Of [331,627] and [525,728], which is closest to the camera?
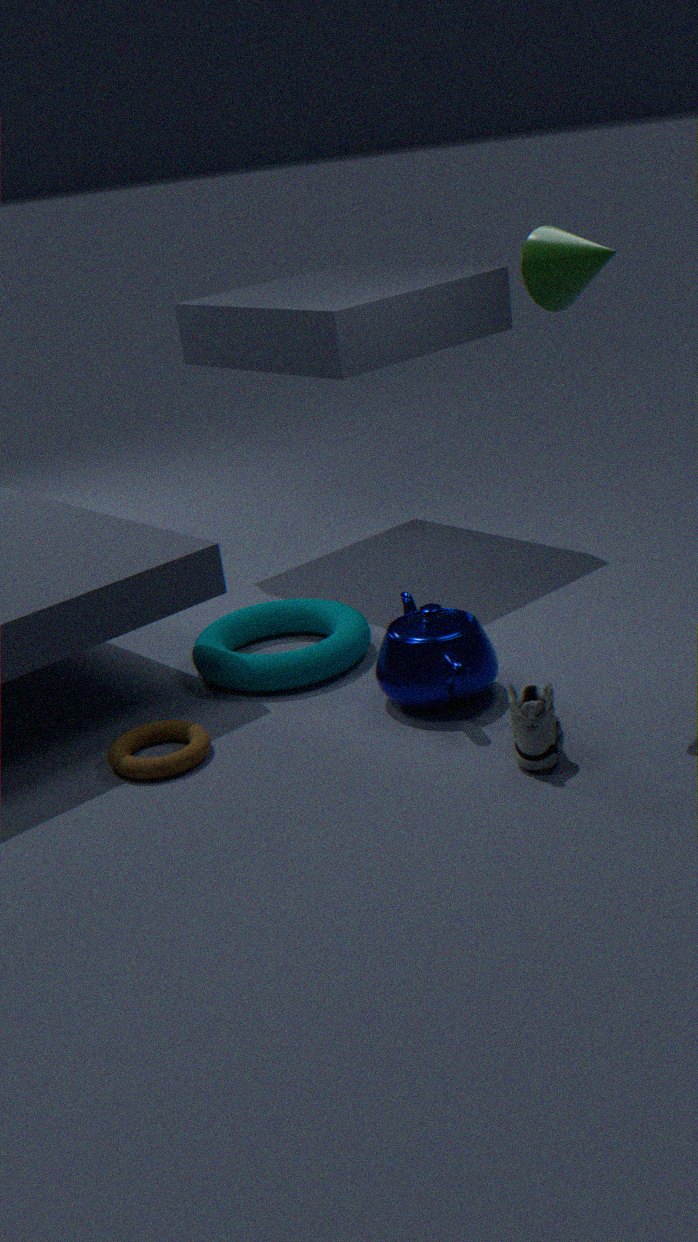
[525,728]
